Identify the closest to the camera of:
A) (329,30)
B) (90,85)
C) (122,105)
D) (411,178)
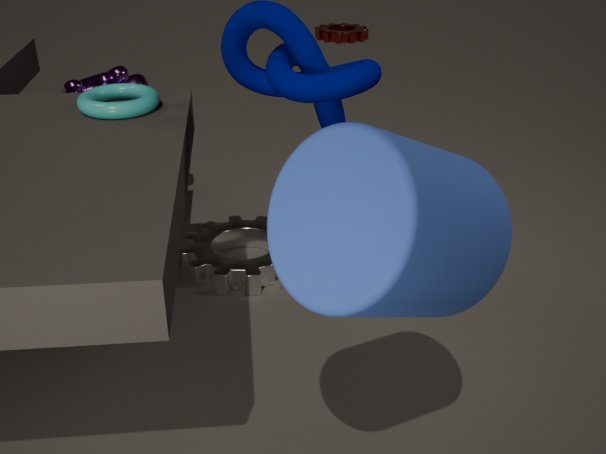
(411,178)
